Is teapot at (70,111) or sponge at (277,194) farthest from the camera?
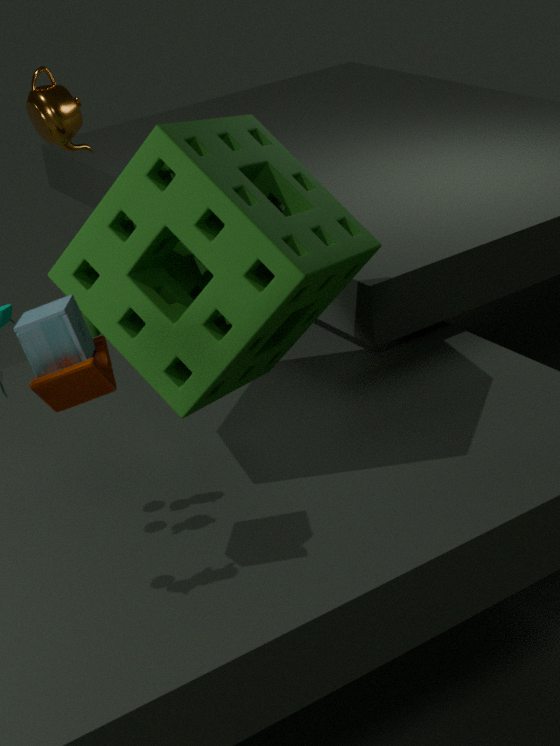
teapot at (70,111)
